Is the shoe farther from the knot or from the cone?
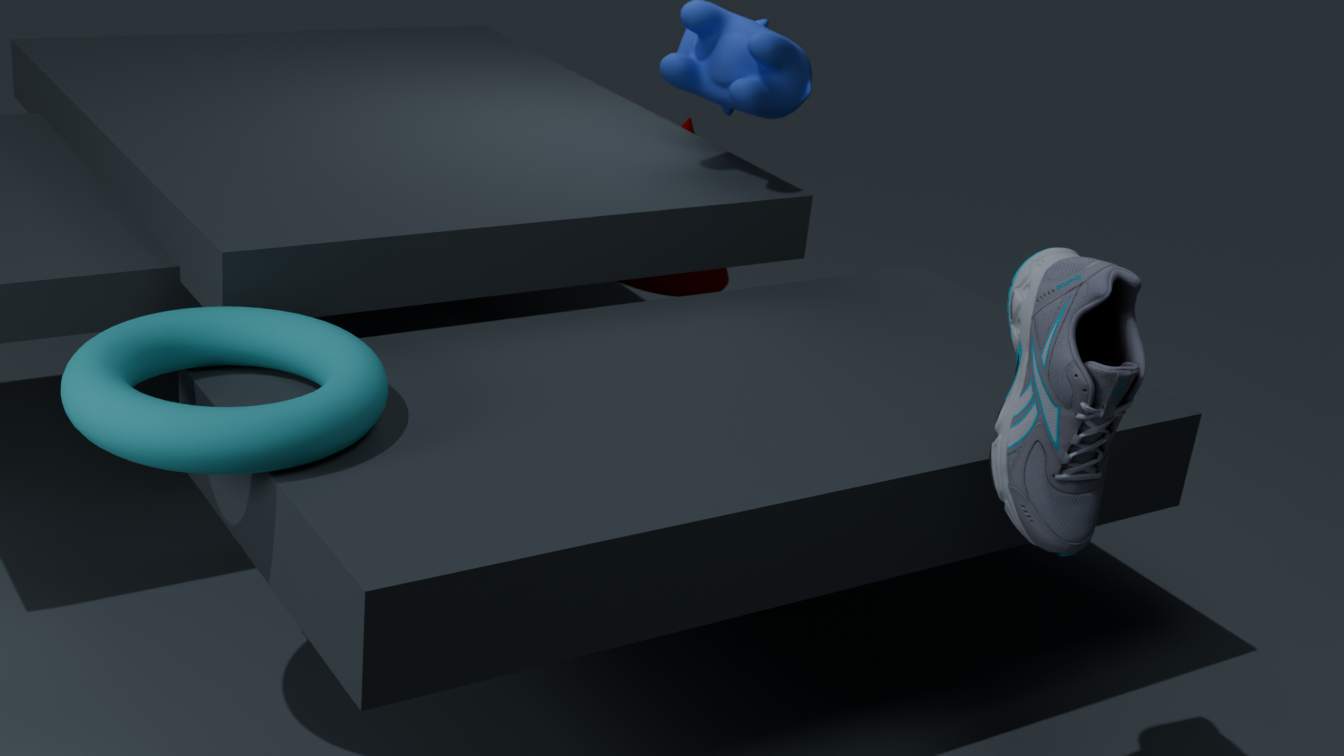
the cone
